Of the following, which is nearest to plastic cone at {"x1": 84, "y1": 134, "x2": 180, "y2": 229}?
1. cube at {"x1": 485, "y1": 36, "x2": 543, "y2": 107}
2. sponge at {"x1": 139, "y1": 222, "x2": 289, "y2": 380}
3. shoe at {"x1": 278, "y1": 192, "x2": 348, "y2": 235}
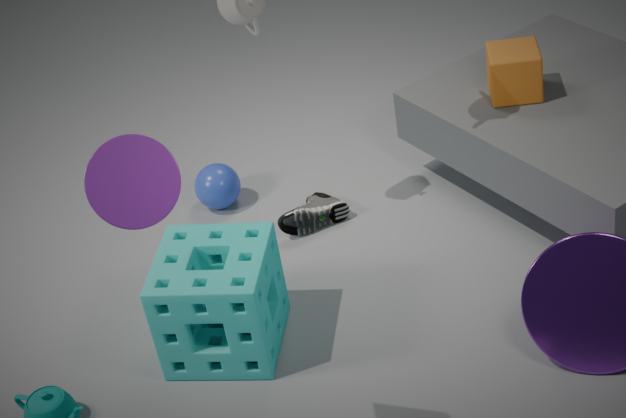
sponge at {"x1": 139, "y1": 222, "x2": 289, "y2": 380}
